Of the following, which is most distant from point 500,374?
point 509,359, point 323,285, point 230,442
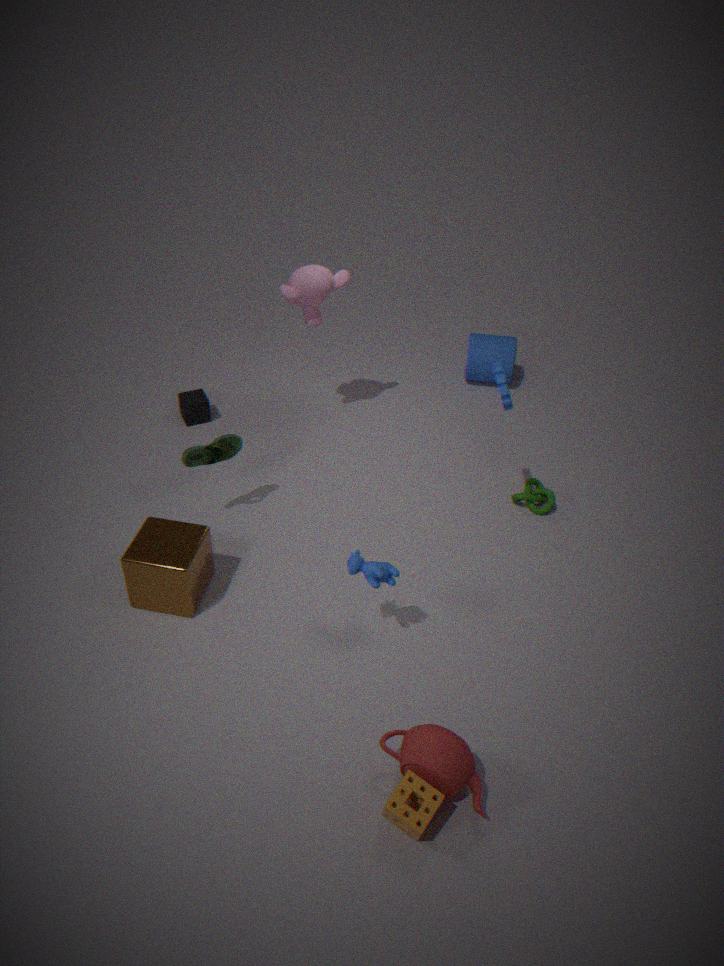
point 509,359
